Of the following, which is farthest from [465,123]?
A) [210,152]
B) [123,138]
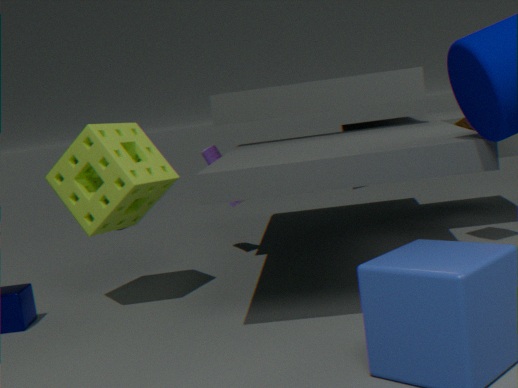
[123,138]
